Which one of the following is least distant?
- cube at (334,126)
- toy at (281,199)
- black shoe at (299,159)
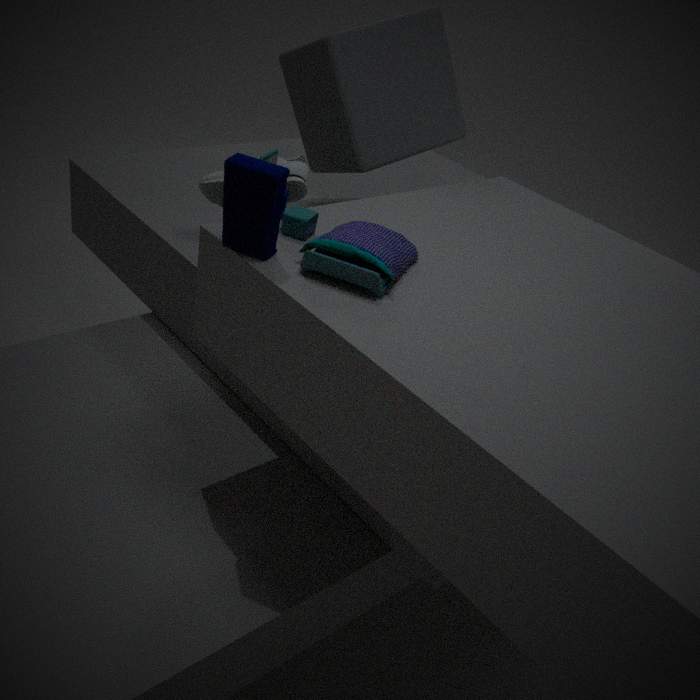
toy at (281,199)
